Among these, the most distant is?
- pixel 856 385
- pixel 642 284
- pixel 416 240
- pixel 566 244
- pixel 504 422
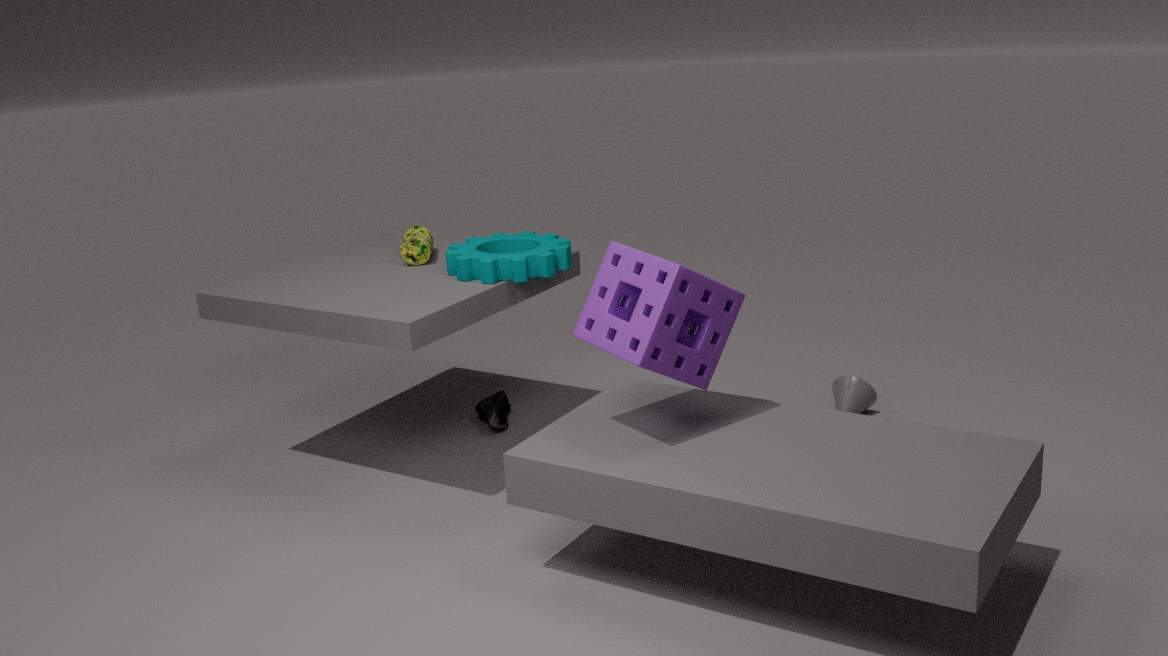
pixel 504 422
